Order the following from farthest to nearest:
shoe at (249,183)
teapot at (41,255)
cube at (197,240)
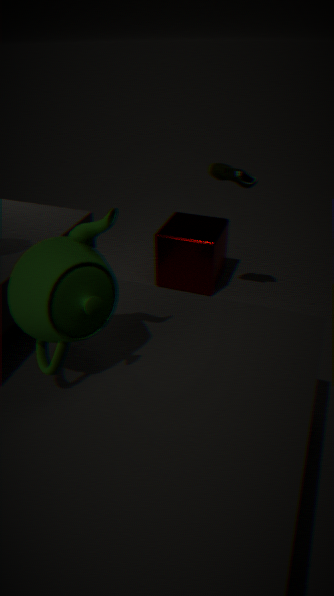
1. cube at (197,240)
2. shoe at (249,183)
3. teapot at (41,255)
